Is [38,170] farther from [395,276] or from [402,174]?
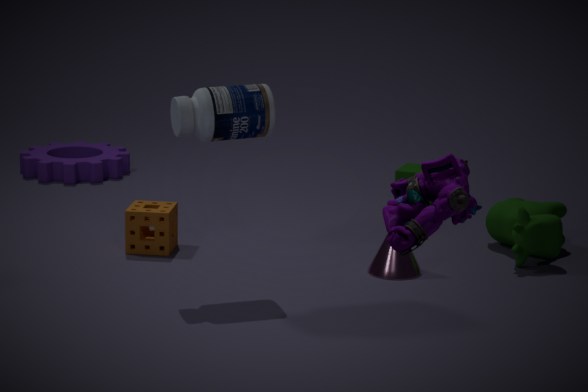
[395,276]
